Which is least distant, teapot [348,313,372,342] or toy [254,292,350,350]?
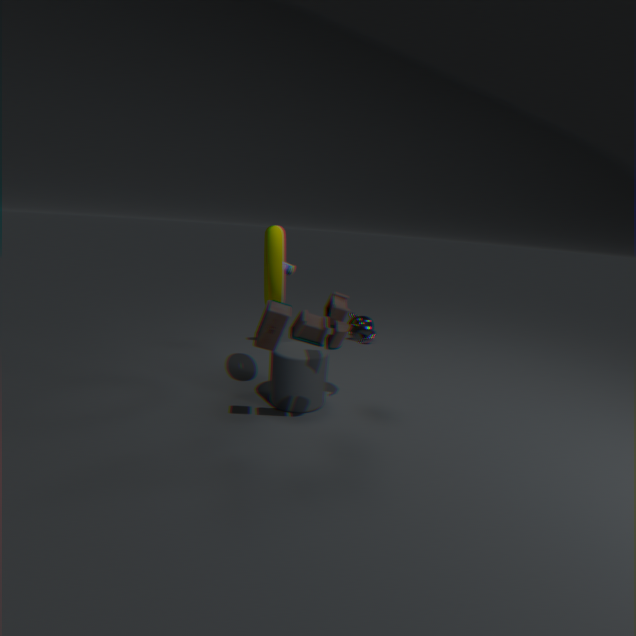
toy [254,292,350,350]
